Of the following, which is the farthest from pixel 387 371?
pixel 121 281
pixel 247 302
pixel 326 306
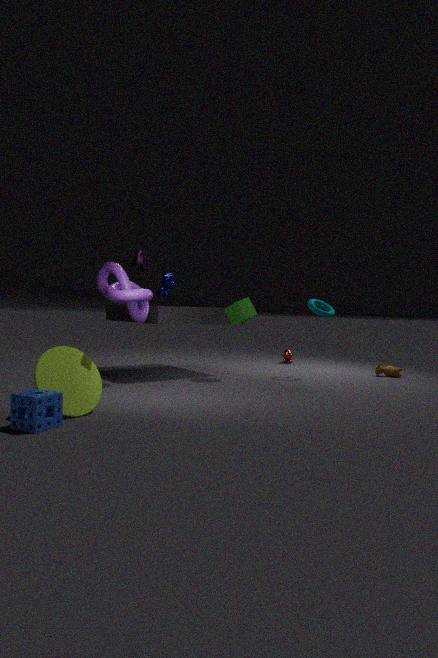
pixel 121 281
